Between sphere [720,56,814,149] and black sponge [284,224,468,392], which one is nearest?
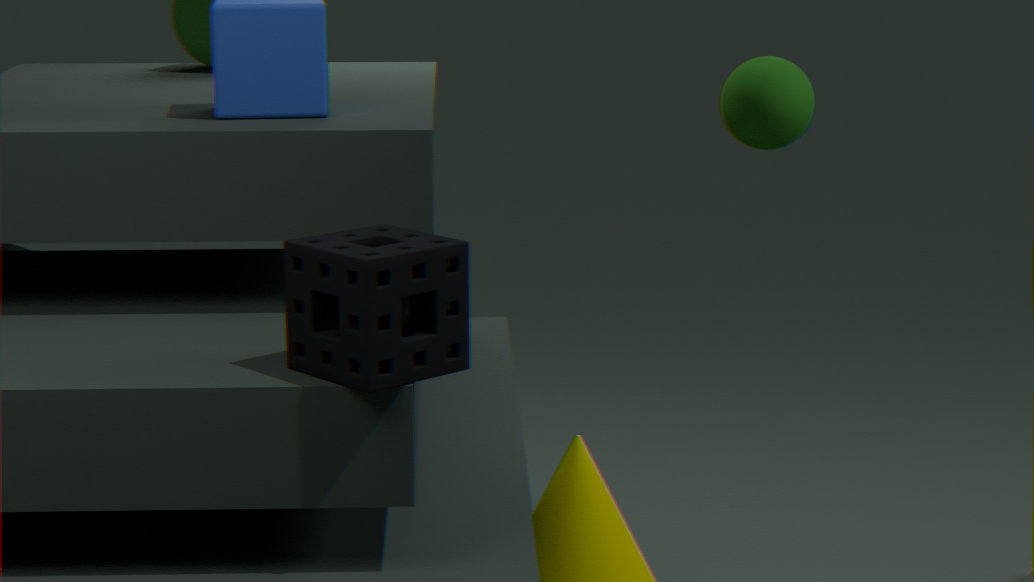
black sponge [284,224,468,392]
